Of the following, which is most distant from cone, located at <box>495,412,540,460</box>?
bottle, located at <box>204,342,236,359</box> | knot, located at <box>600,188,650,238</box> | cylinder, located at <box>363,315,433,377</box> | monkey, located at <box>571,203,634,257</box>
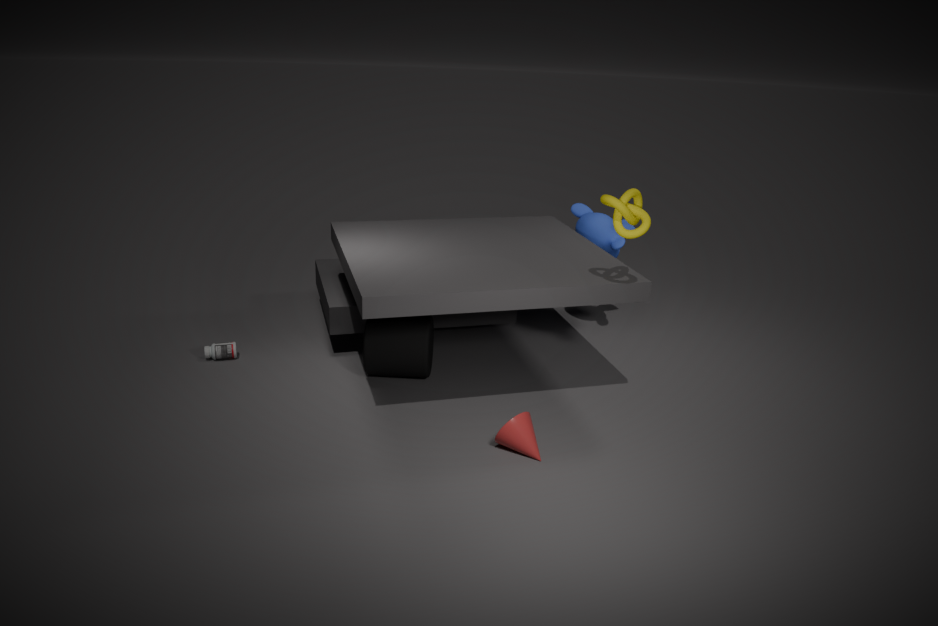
bottle, located at <box>204,342,236,359</box>
